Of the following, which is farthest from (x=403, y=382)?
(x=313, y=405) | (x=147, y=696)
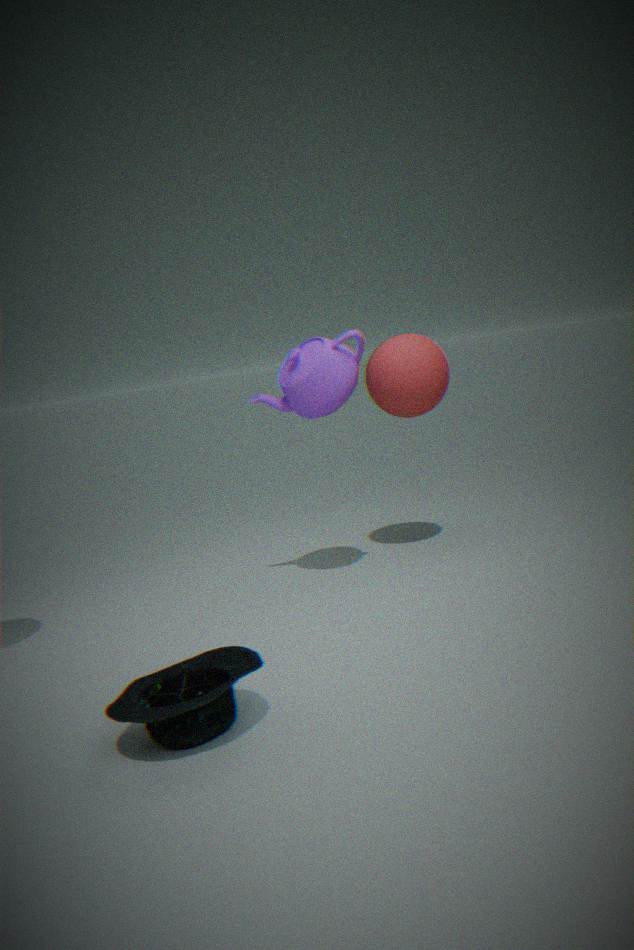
(x=147, y=696)
